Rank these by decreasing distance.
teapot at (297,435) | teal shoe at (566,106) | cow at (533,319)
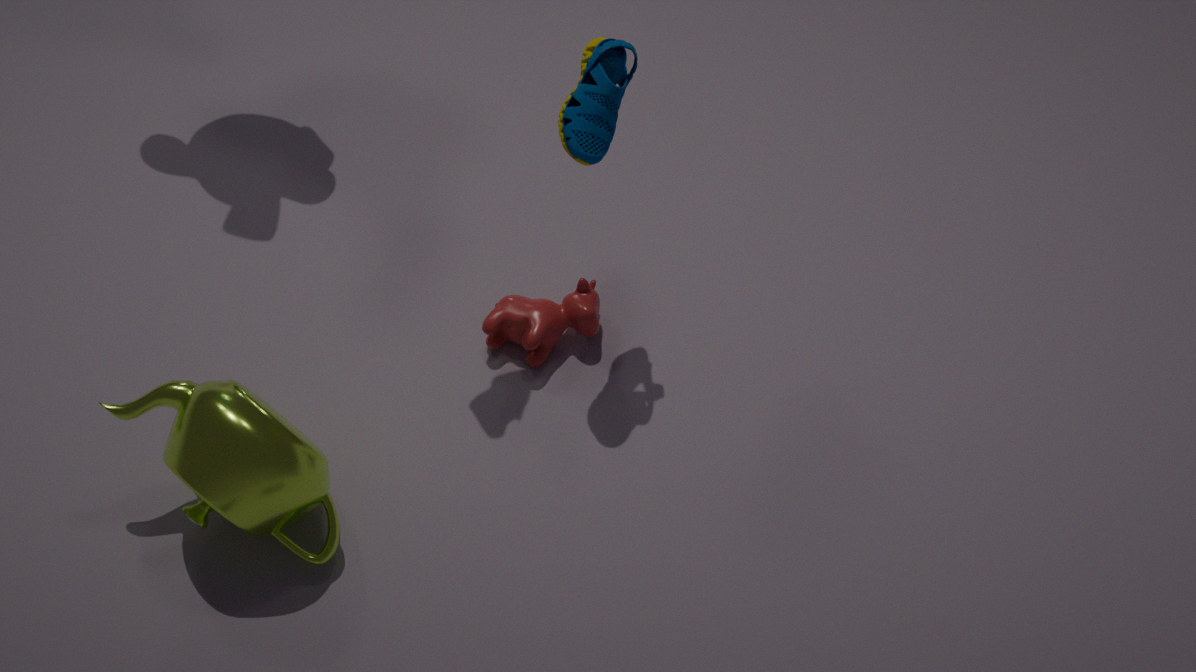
1. cow at (533,319)
2. teal shoe at (566,106)
3. teapot at (297,435)
